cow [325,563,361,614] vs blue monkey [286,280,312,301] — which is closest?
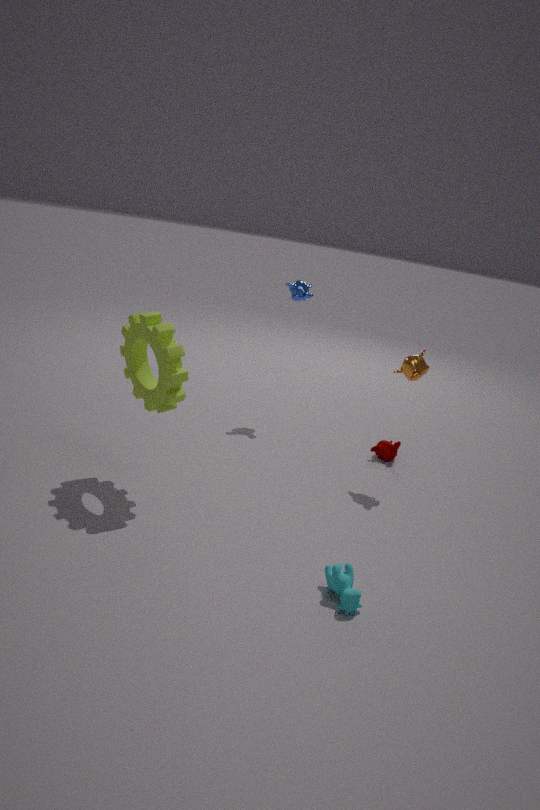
cow [325,563,361,614]
